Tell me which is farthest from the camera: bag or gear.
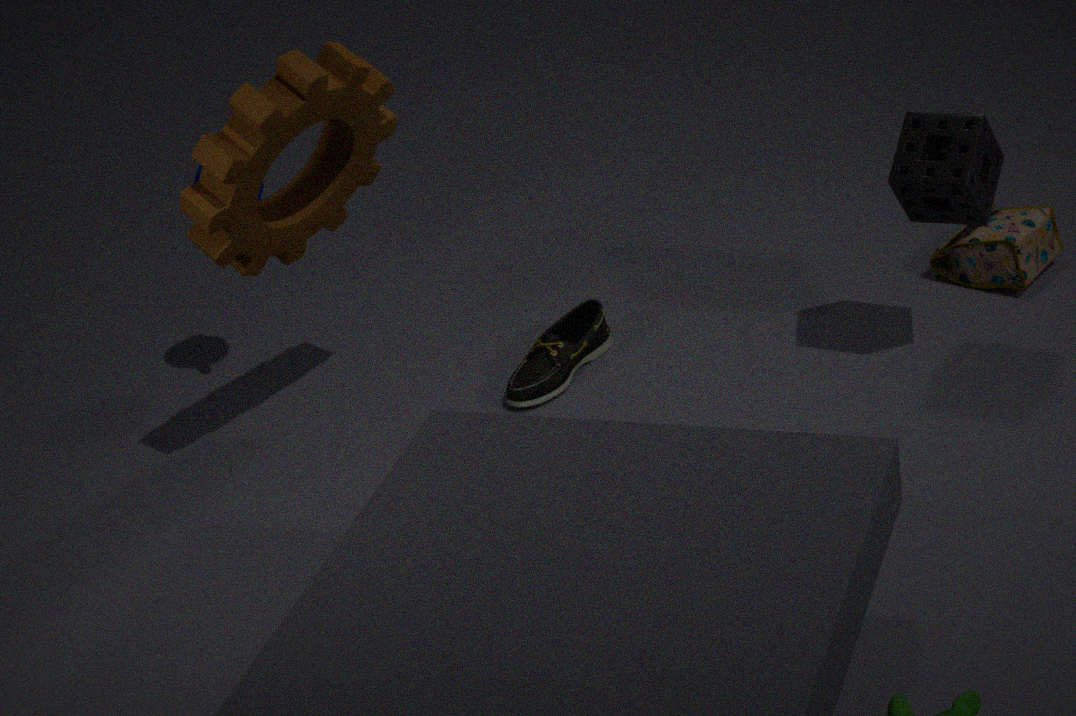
bag
